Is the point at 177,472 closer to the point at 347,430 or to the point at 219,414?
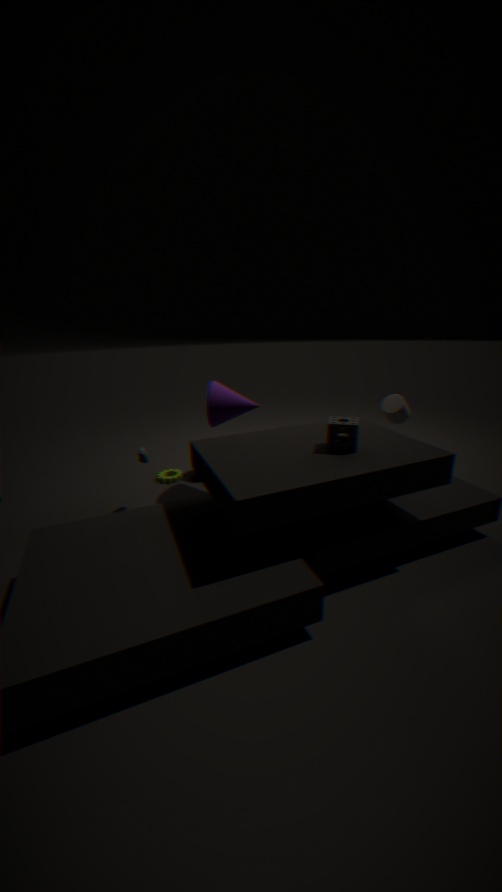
the point at 219,414
